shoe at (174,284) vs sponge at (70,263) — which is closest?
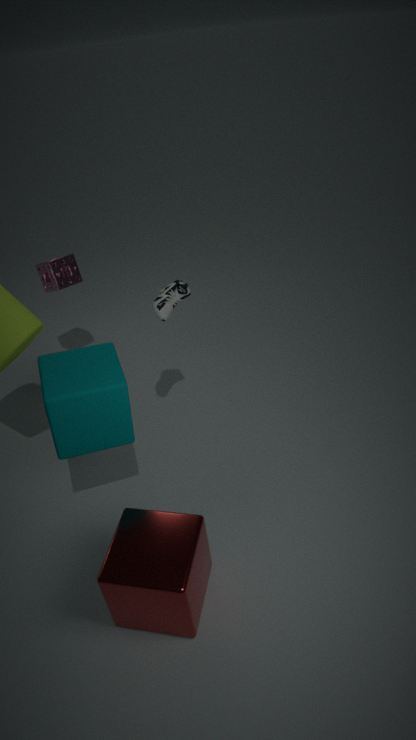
shoe at (174,284)
